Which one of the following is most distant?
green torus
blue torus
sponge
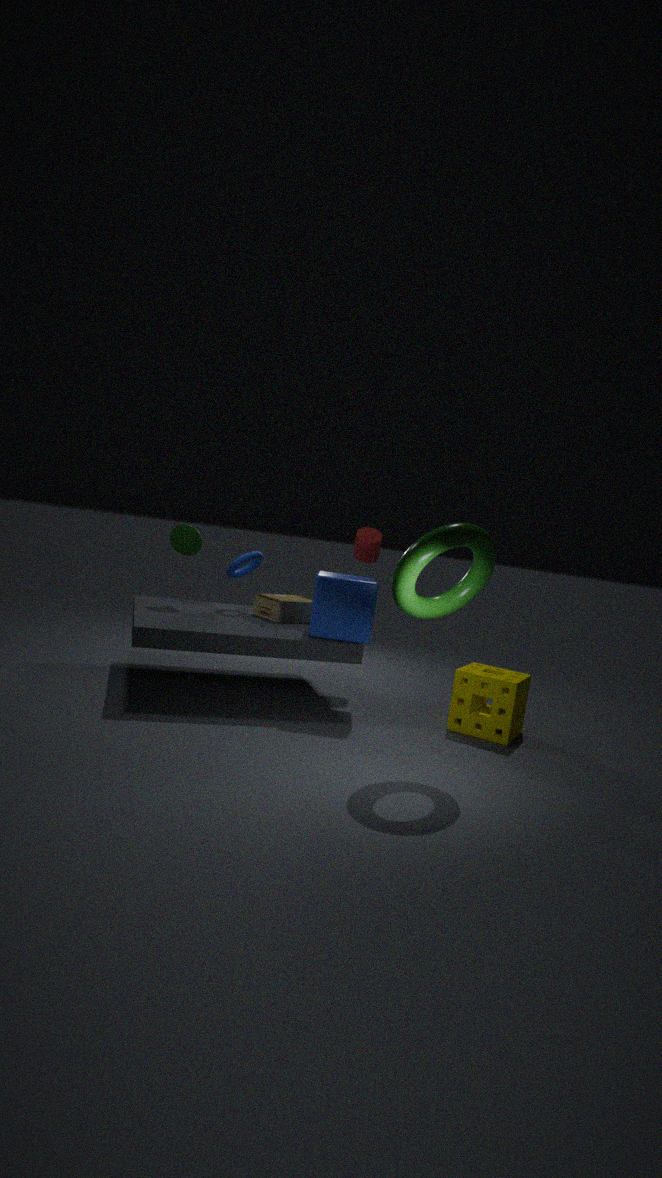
blue torus
